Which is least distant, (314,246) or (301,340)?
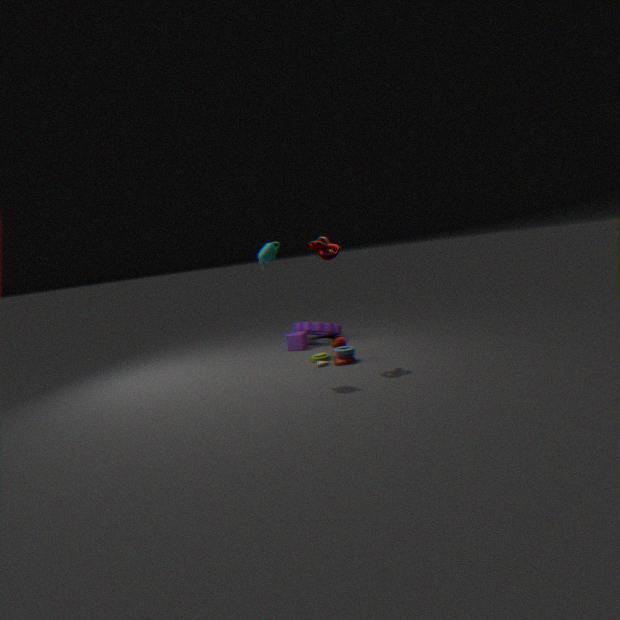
(314,246)
